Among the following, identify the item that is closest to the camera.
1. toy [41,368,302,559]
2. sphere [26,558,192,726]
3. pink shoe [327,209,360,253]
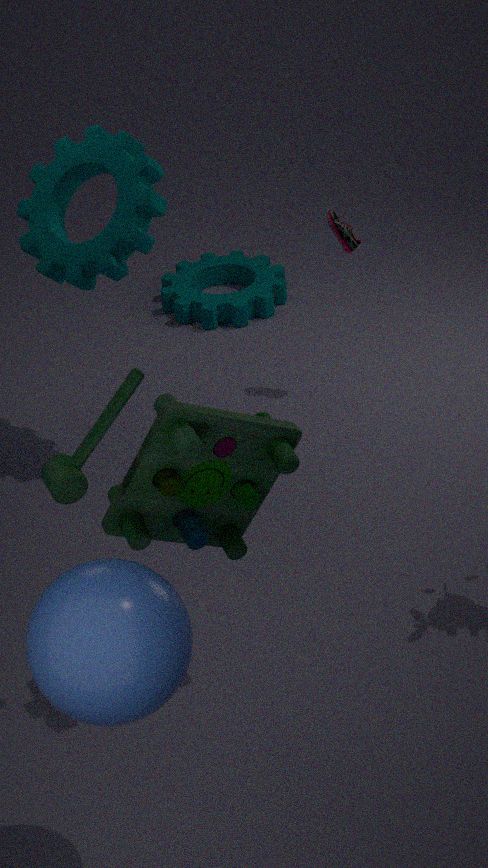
sphere [26,558,192,726]
